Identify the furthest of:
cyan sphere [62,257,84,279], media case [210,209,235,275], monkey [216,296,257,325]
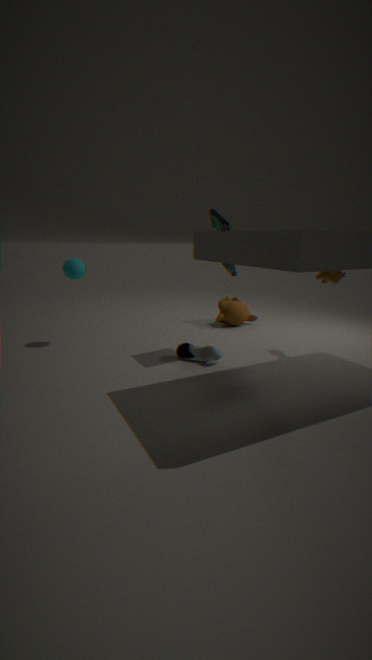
monkey [216,296,257,325]
